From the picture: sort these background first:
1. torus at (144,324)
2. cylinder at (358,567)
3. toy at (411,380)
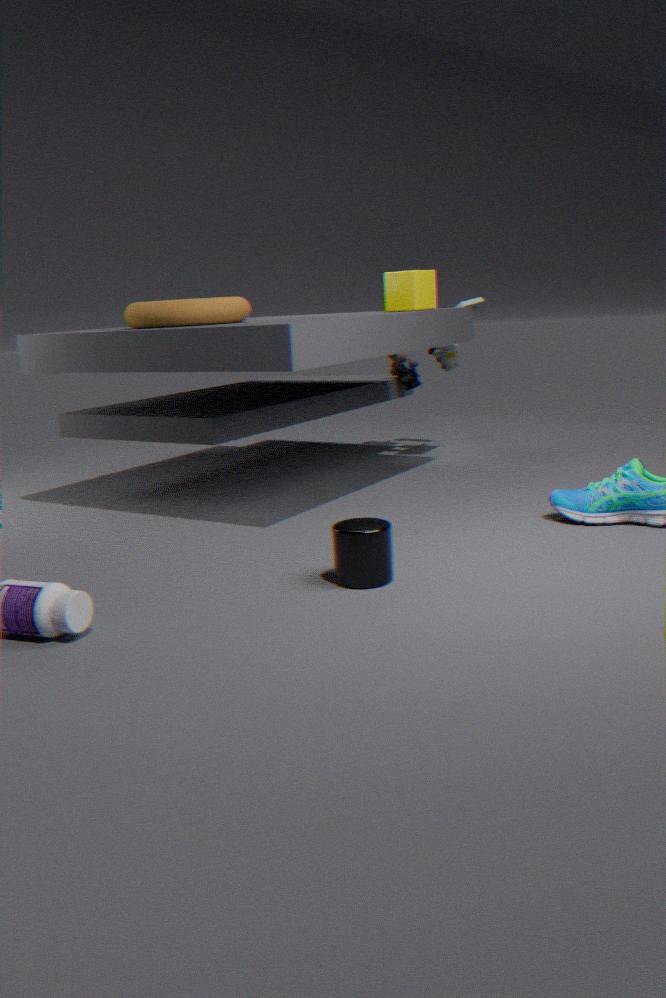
toy at (411,380) < torus at (144,324) < cylinder at (358,567)
